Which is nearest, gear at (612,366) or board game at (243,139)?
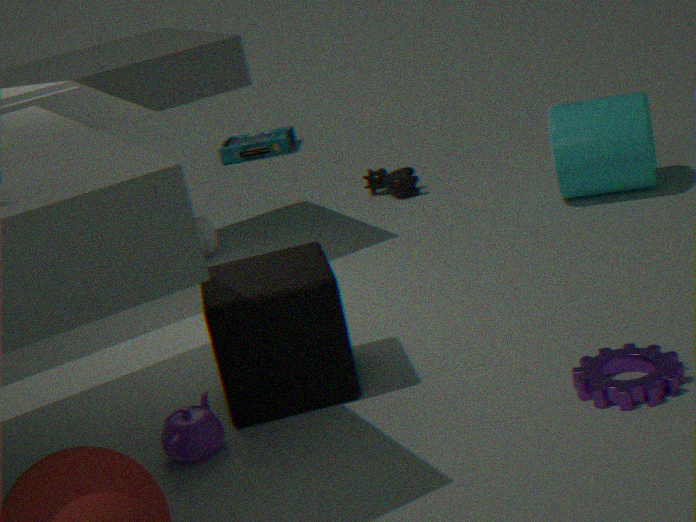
gear at (612,366)
